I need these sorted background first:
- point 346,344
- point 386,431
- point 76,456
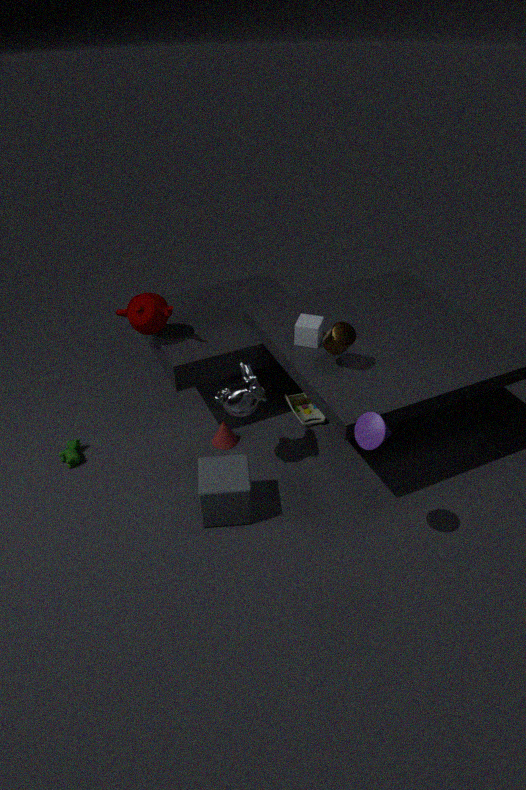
1. point 76,456
2. point 346,344
3. point 386,431
